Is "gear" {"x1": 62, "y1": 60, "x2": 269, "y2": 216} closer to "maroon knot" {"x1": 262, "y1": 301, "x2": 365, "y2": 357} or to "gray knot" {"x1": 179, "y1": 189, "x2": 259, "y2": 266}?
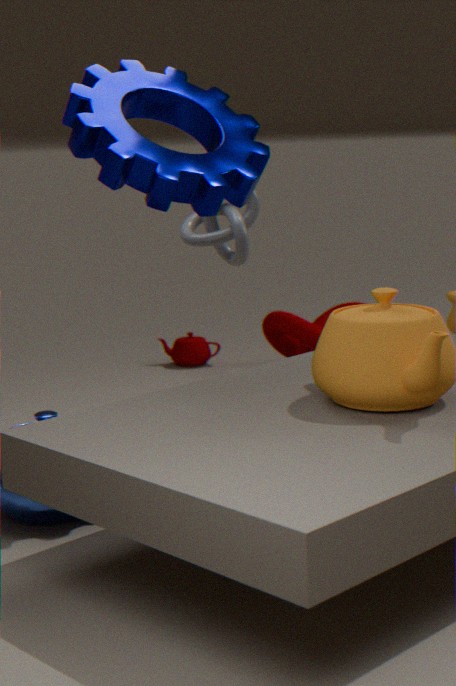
"gray knot" {"x1": 179, "y1": 189, "x2": 259, "y2": 266}
